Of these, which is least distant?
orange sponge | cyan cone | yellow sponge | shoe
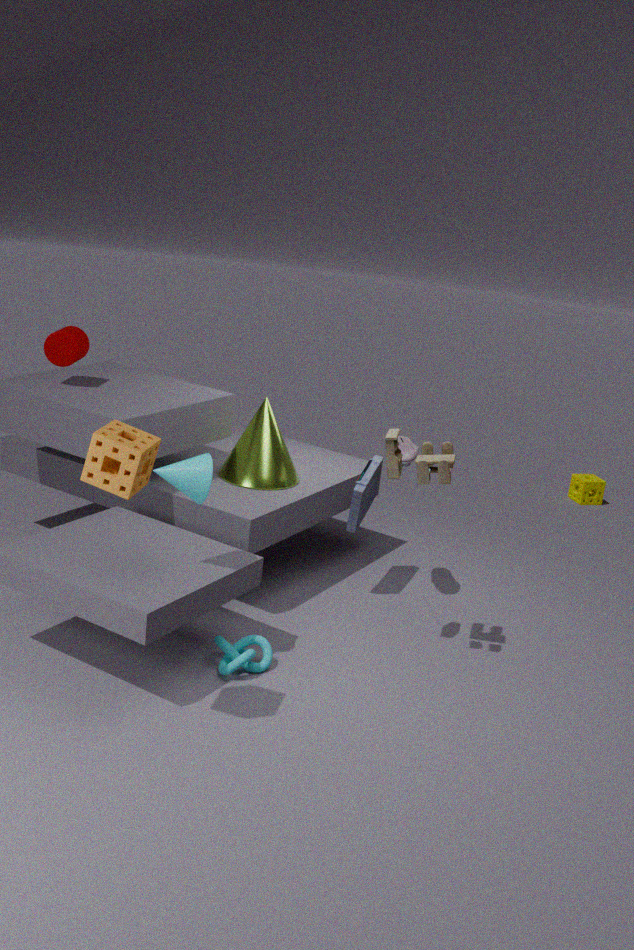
orange sponge
